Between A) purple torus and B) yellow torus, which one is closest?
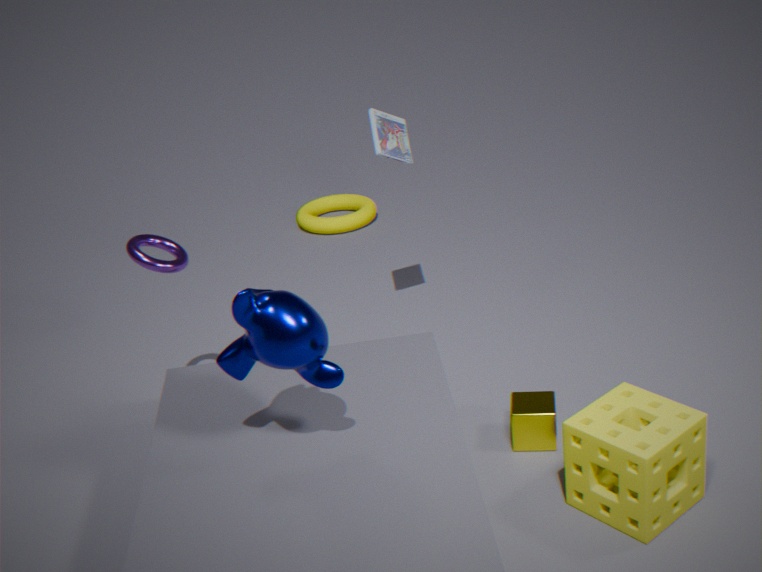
A. purple torus
